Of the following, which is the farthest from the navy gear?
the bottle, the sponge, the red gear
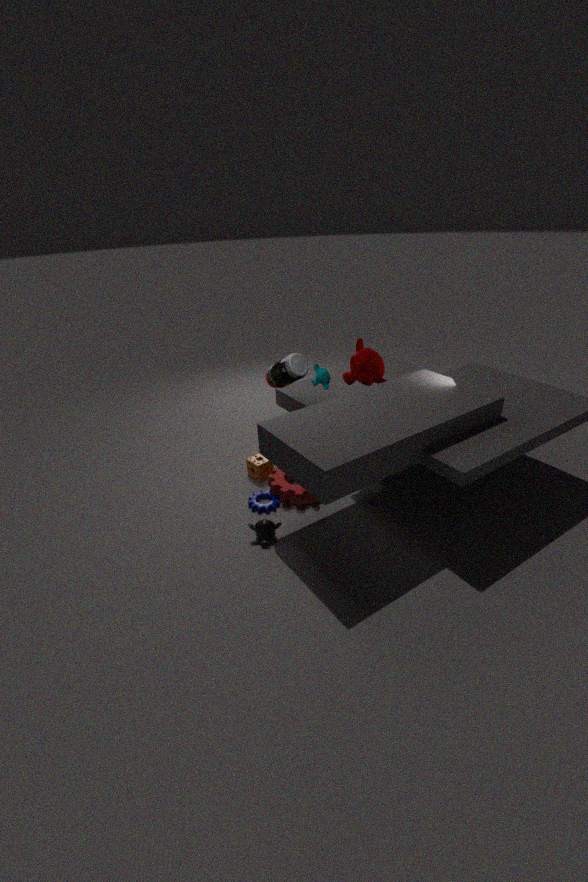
the bottle
